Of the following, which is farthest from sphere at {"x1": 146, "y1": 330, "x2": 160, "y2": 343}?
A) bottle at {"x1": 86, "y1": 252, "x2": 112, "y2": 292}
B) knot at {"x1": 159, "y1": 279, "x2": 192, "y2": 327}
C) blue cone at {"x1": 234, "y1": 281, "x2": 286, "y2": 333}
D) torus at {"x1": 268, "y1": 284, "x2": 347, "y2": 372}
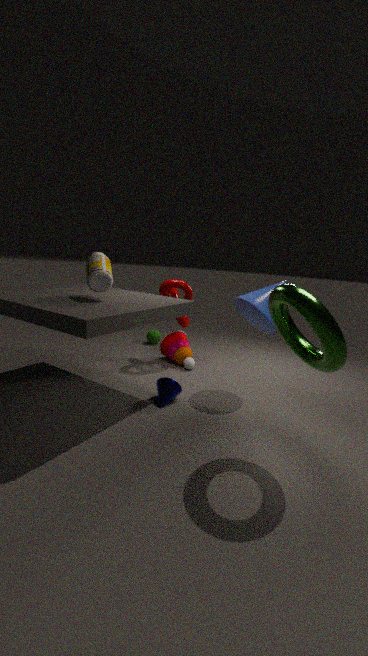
torus at {"x1": 268, "y1": 284, "x2": 347, "y2": 372}
